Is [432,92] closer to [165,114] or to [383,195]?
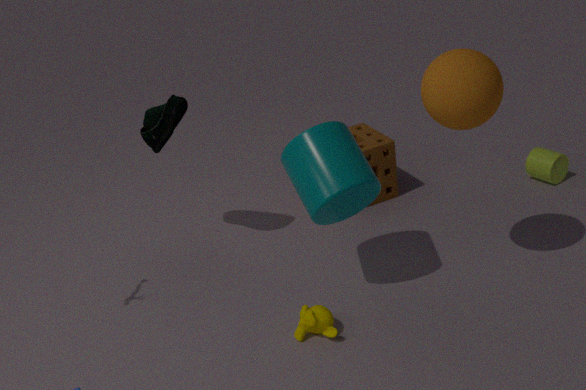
[383,195]
